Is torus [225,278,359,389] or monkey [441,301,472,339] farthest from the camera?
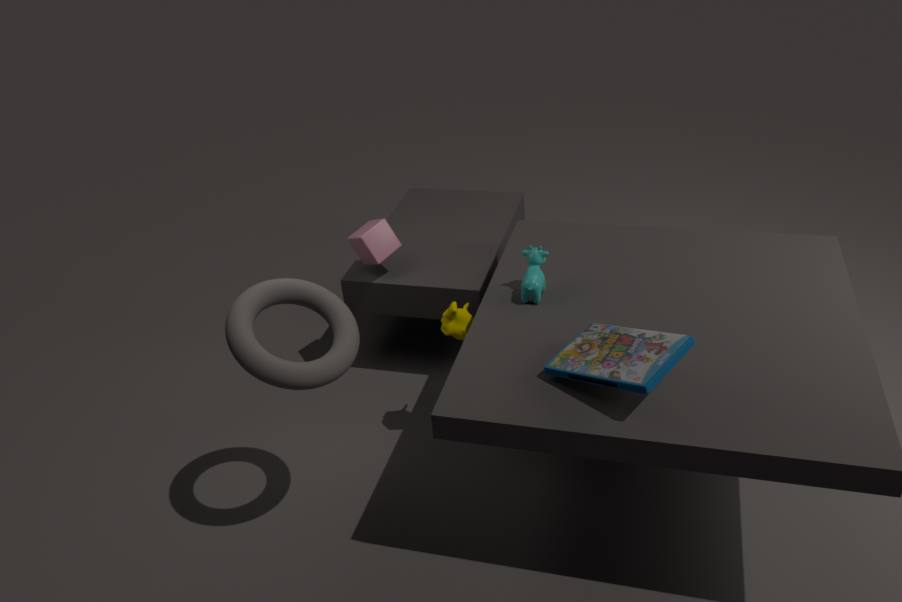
monkey [441,301,472,339]
